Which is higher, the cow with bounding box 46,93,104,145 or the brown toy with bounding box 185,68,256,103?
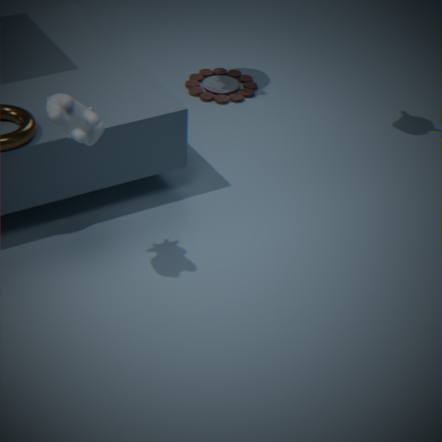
the cow with bounding box 46,93,104,145
